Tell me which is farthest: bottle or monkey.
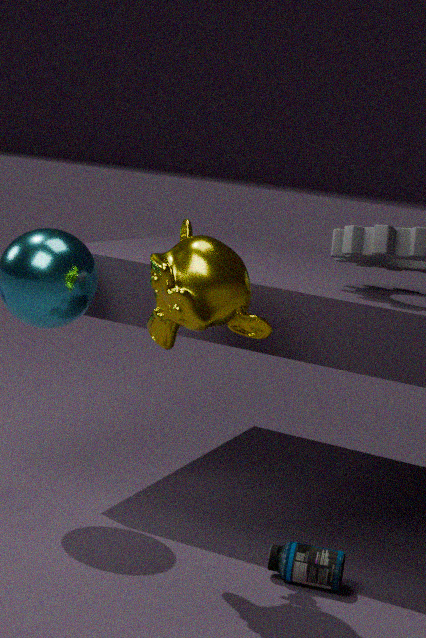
bottle
